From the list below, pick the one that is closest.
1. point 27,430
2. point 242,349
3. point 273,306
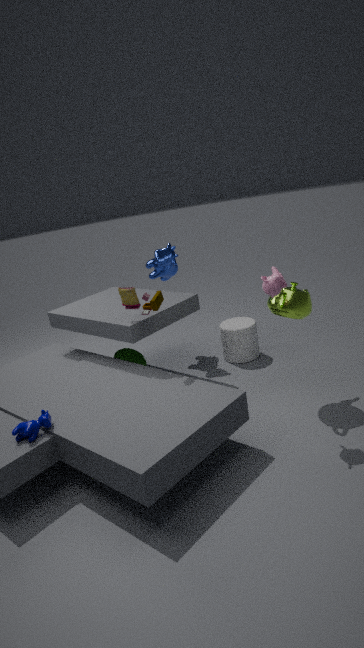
point 27,430
